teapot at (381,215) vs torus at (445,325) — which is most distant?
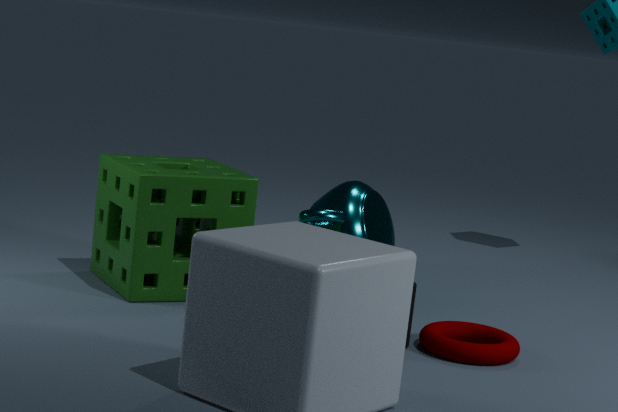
teapot at (381,215)
